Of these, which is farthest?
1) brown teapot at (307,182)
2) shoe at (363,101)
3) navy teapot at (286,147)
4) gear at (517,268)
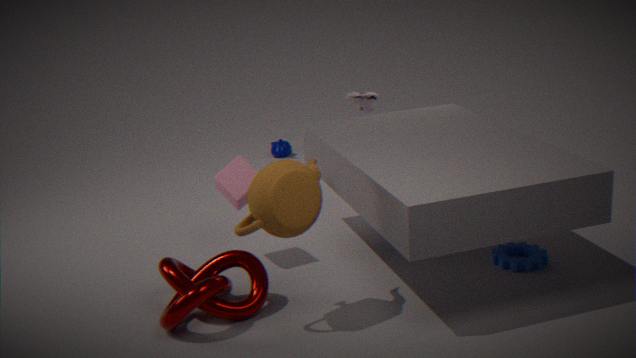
3. navy teapot at (286,147)
